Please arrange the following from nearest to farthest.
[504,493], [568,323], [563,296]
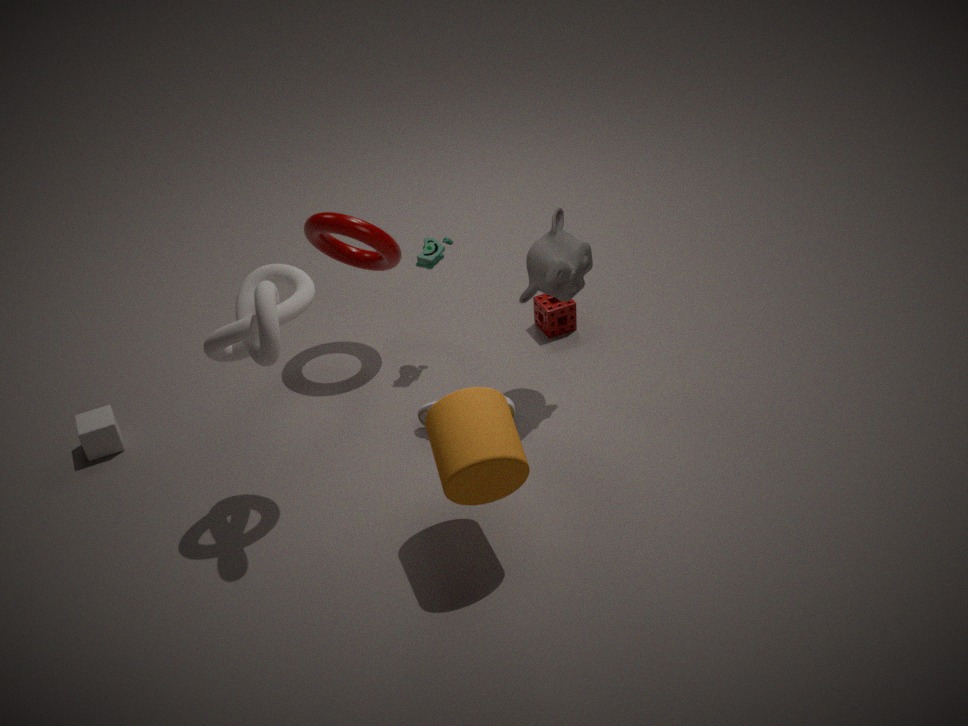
[504,493]
[563,296]
[568,323]
